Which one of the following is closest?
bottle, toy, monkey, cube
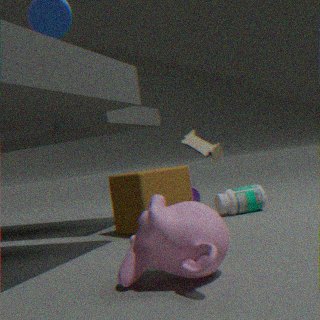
monkey
